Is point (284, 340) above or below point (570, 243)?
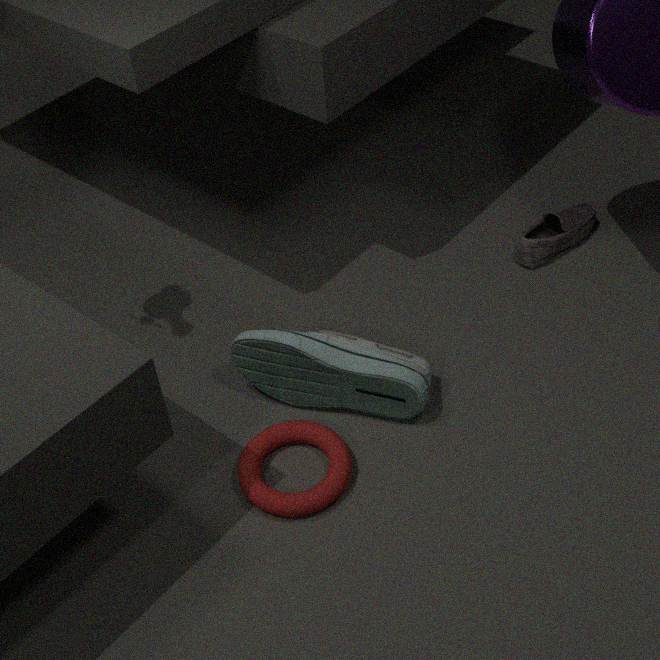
above
